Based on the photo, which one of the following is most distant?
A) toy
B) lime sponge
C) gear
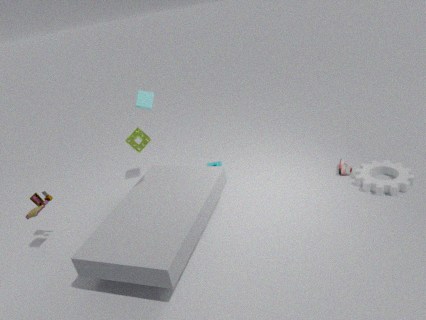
gear
